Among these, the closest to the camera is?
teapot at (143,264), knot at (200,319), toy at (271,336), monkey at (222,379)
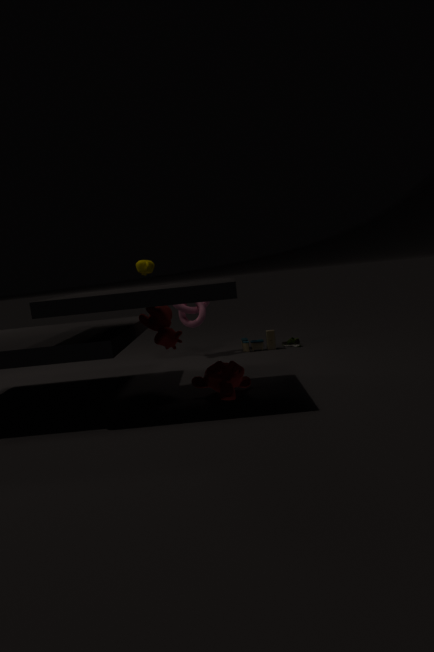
monkey at (222,379)
